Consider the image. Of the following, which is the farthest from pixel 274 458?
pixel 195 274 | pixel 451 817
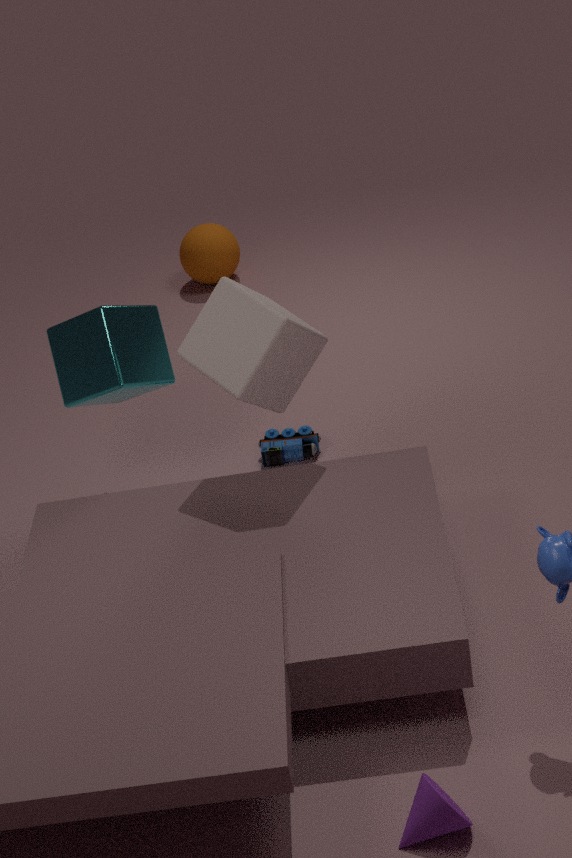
pixel 451 817
